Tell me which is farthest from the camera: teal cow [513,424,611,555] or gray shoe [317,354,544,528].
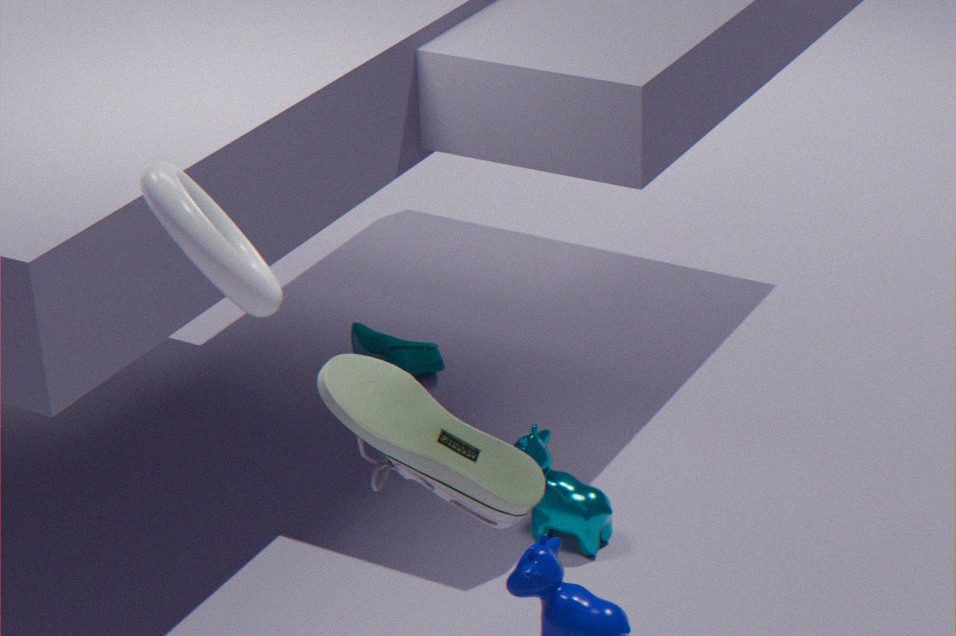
teal cow [513,424,611,555]
